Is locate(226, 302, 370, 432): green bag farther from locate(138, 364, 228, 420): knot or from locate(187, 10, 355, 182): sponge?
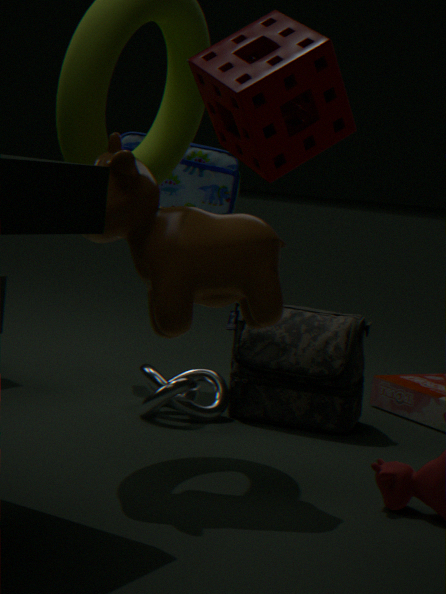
locate(187, 10, 355, 182): sponge
